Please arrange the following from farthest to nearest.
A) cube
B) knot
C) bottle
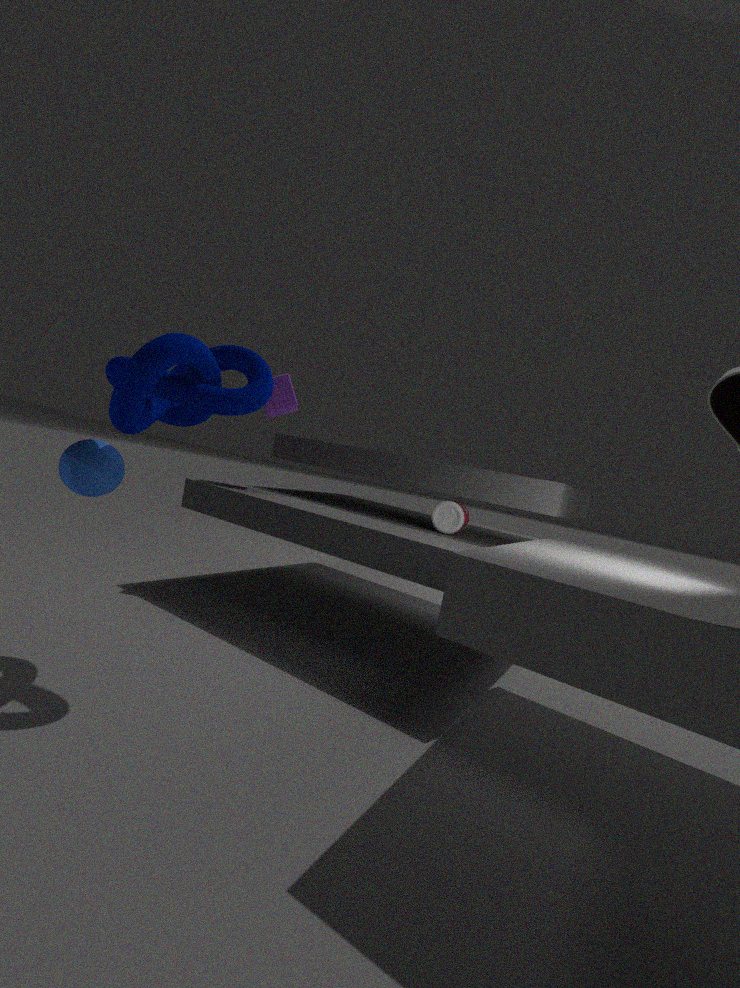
cube
bottle
knot
